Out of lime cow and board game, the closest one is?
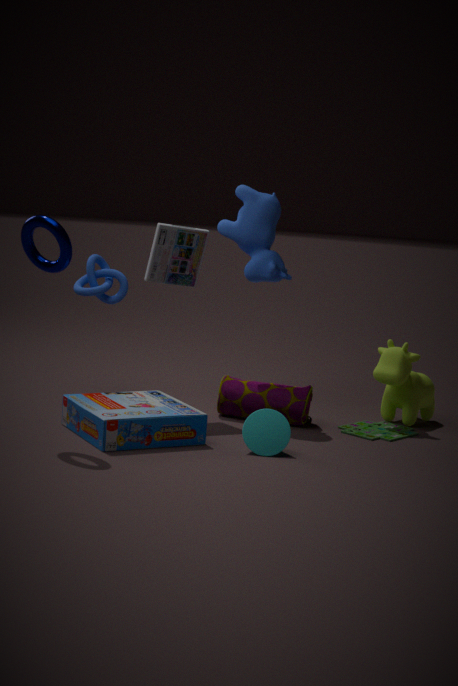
board game
